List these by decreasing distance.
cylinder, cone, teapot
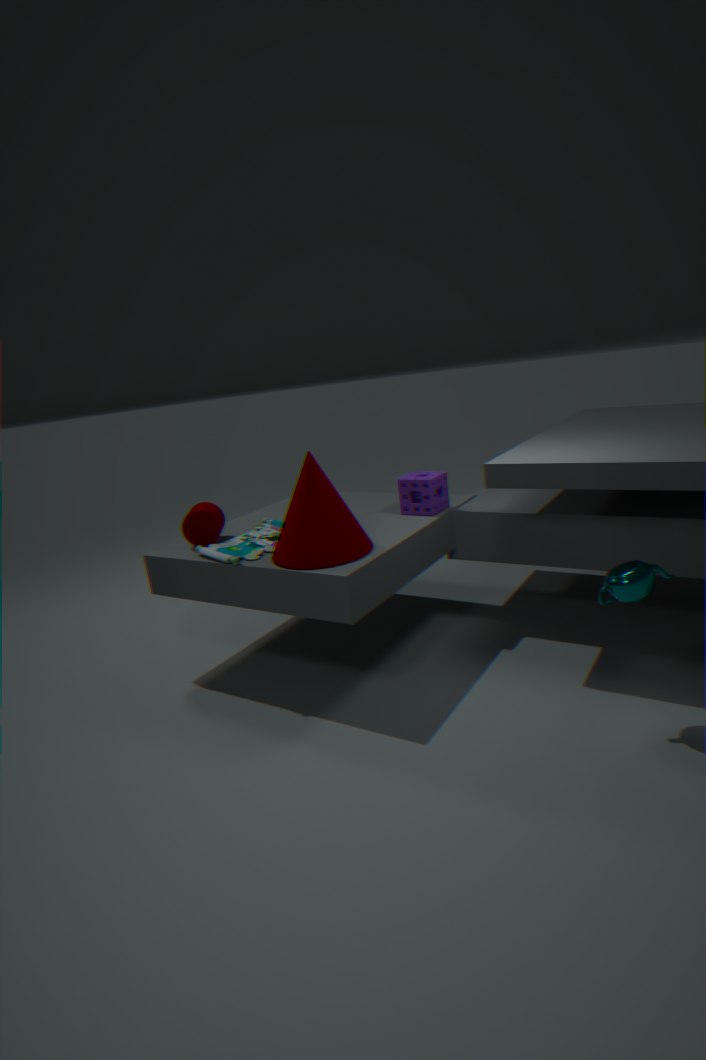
cylinder
cone
teapot
